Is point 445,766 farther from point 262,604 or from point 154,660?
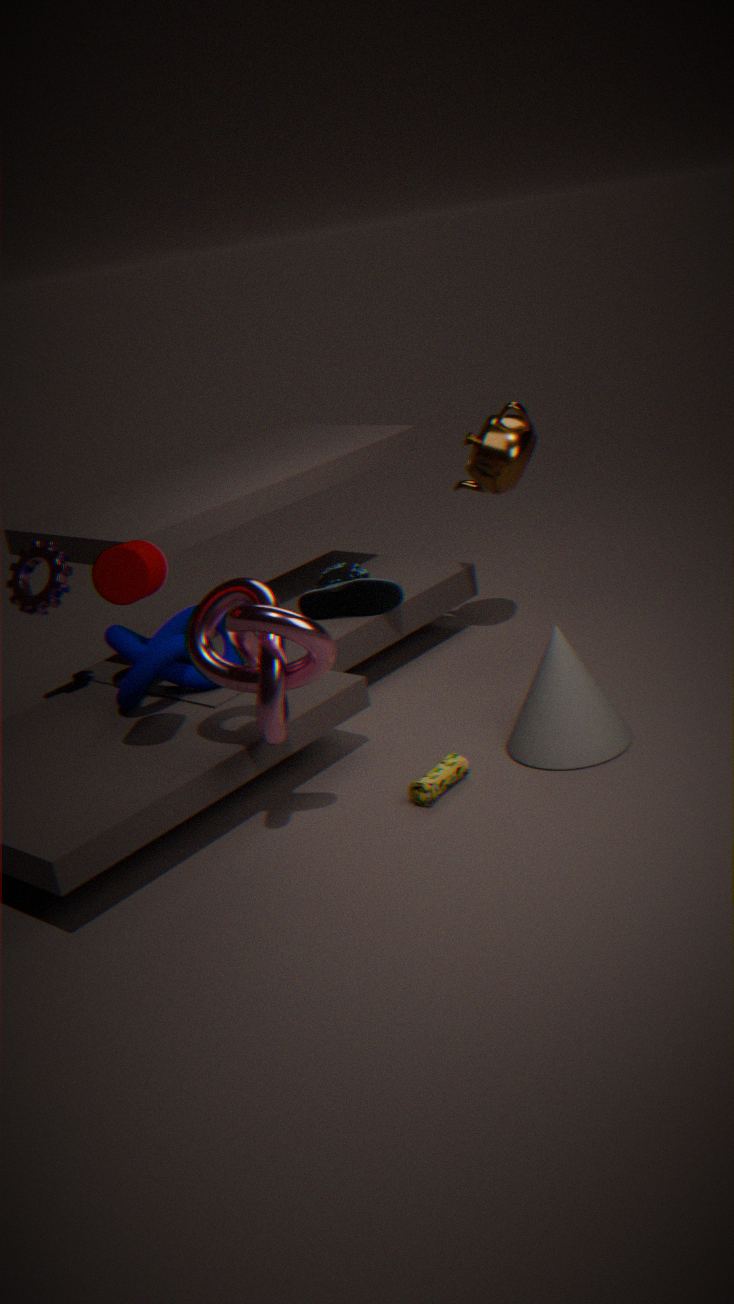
point 154,660
